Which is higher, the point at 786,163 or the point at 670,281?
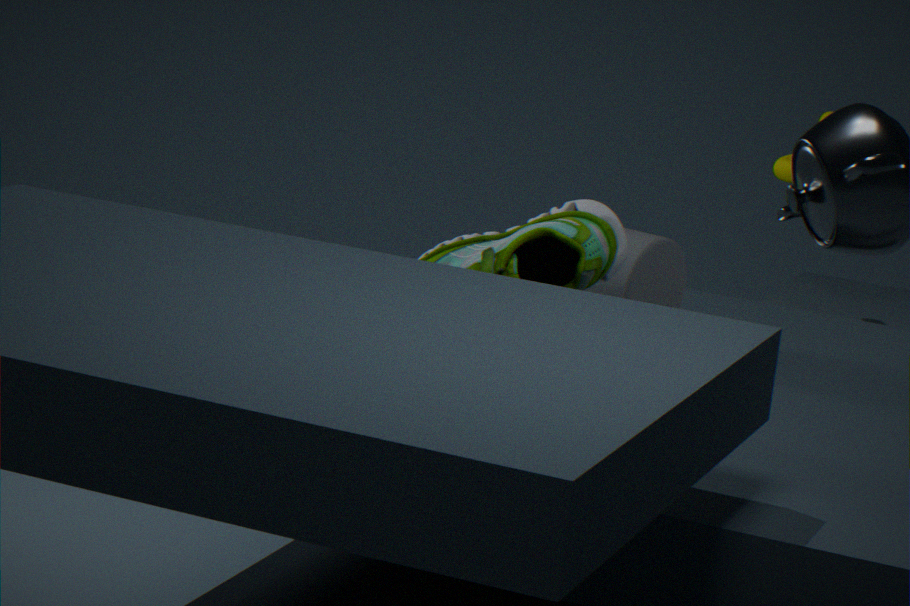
the point at 786,163
